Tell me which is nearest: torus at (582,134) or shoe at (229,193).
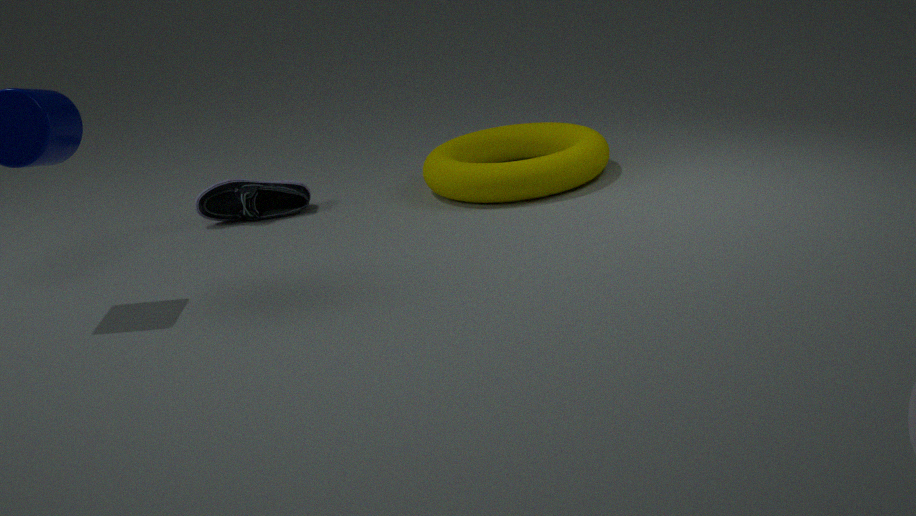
torus at (582,134)
